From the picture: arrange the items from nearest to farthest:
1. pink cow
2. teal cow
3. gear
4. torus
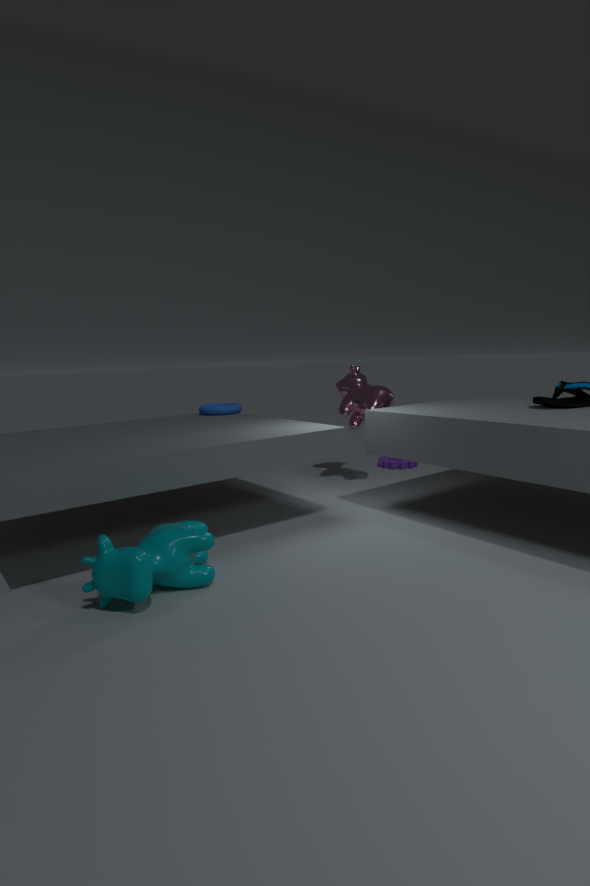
1. teal cow
2. pink cow
3. torus
4. gear
